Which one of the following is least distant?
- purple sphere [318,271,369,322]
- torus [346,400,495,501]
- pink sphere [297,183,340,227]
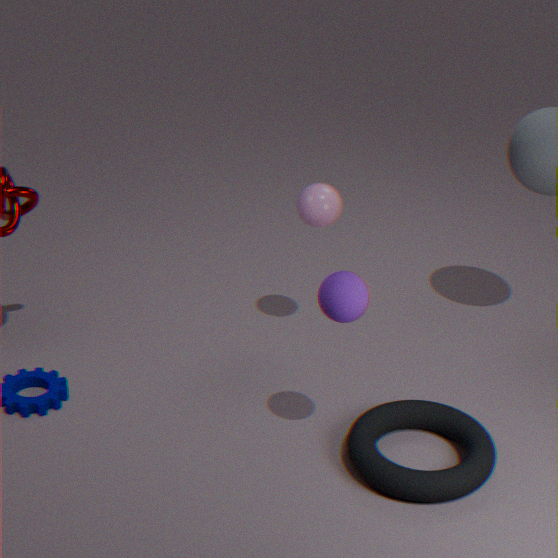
purple sphere [318,271,369,322]
